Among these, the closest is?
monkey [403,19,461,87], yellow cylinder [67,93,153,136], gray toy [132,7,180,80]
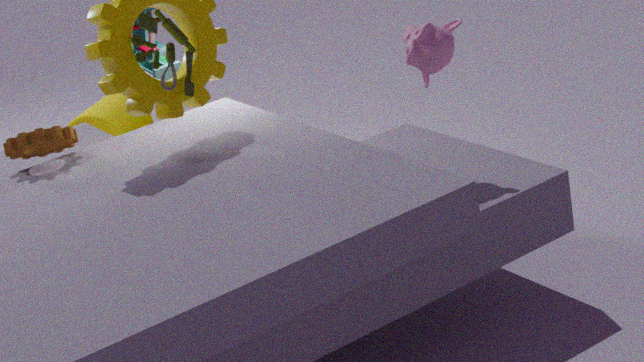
monkey [403,19,461,87]
